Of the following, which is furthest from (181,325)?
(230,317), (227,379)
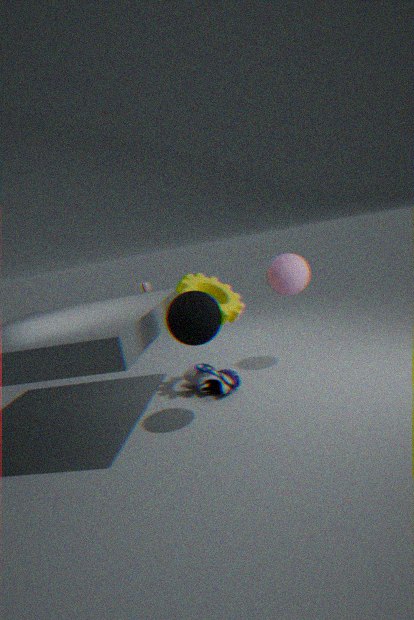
(227,379)
